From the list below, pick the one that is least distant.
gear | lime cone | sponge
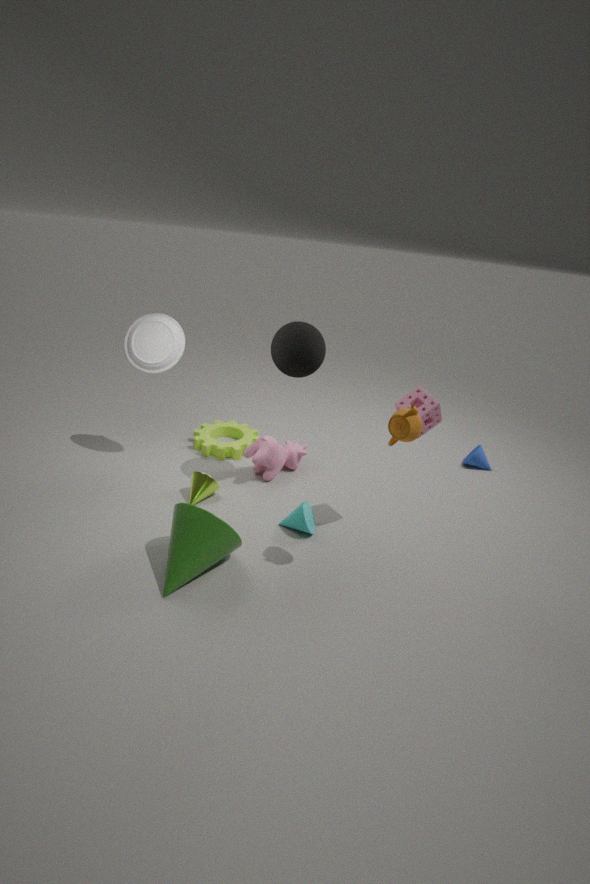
sponge
